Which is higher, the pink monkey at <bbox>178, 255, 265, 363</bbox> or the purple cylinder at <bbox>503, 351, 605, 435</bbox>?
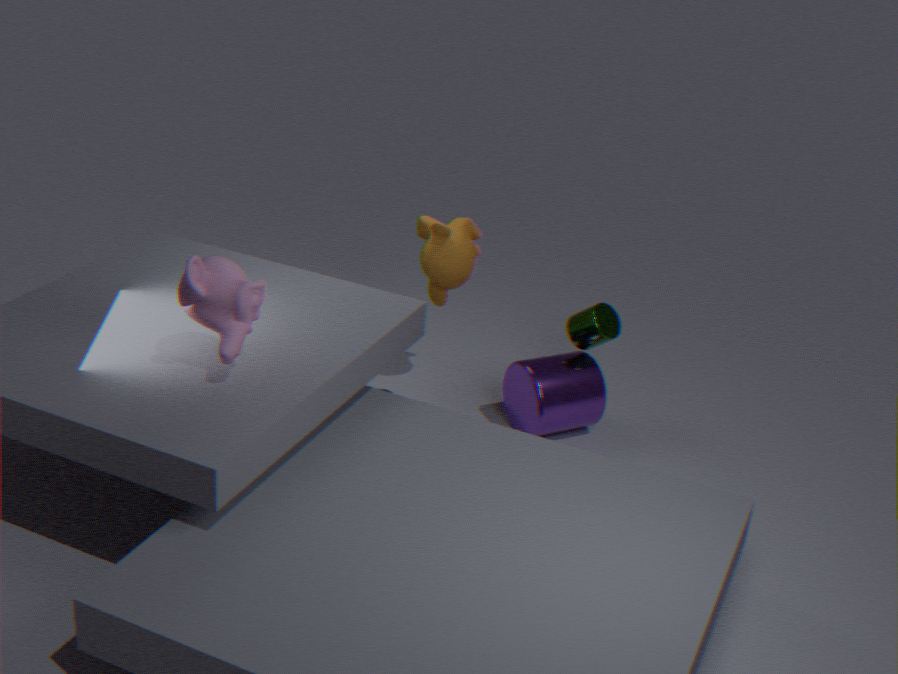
the pink monkey at <bbox>178, 255, 265, 363</bbox>
